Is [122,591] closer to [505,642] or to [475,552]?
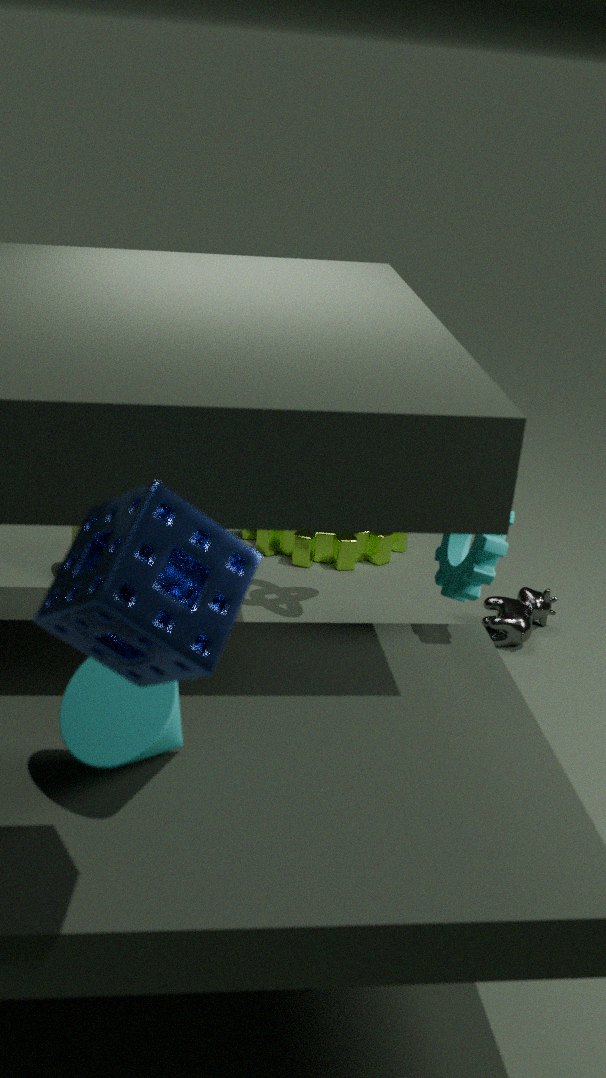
[475,552]
